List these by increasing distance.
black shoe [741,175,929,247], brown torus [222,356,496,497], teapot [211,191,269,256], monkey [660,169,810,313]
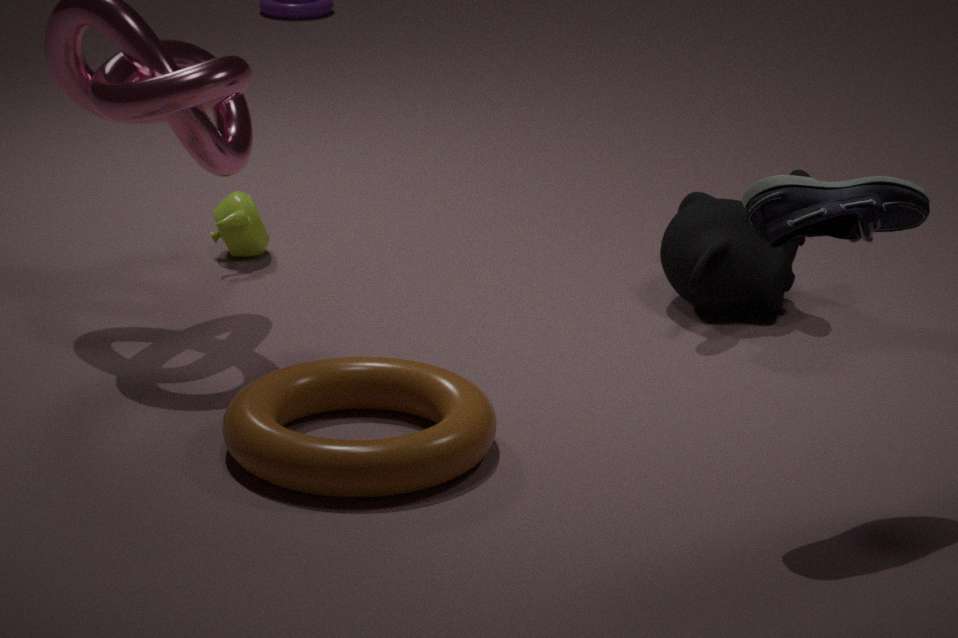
black shoe [741,175,929,247]
brown torus [222,356,496,497]
monkey [660,169,810,313]
teapot [211,191,269,256]
